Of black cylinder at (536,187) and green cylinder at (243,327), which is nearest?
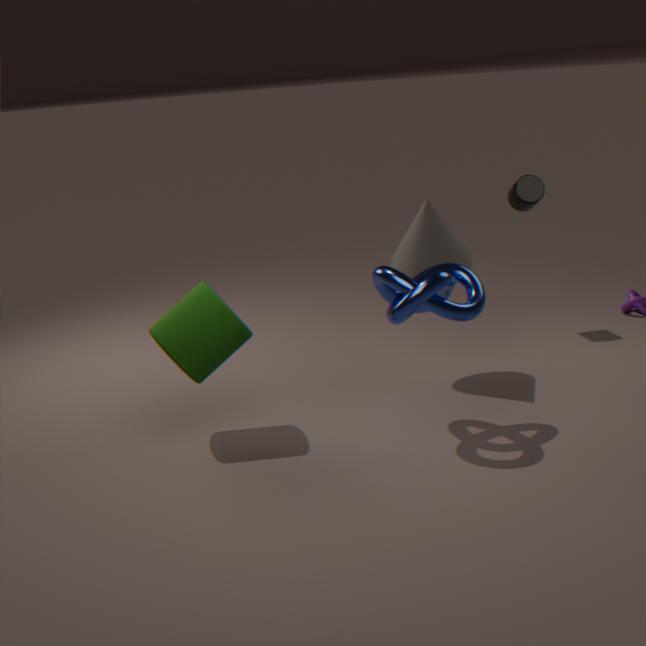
green cylinder at (243,327)
